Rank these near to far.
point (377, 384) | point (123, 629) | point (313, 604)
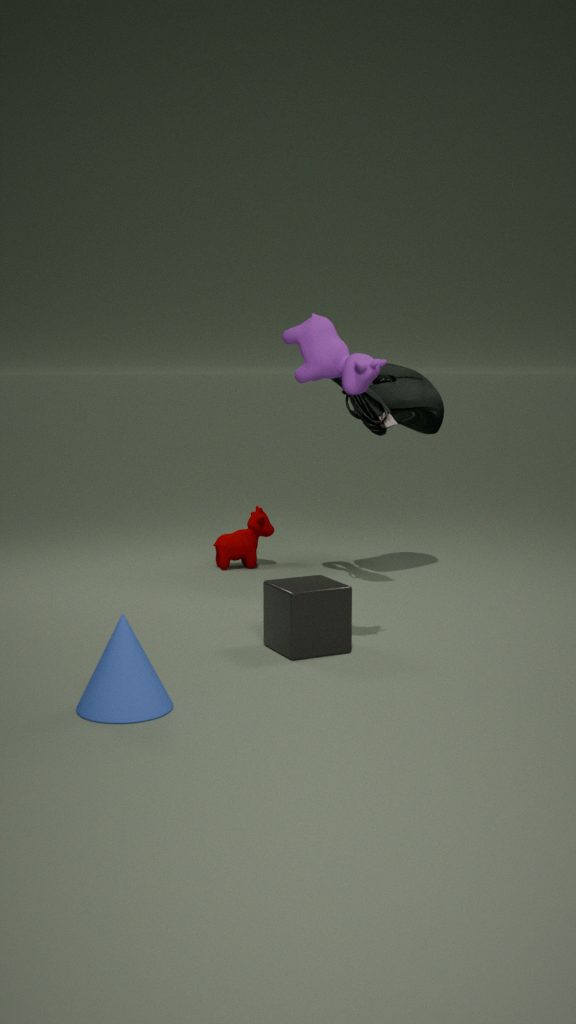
point (123, 629) < point (313, 604) < point (377, 384)
